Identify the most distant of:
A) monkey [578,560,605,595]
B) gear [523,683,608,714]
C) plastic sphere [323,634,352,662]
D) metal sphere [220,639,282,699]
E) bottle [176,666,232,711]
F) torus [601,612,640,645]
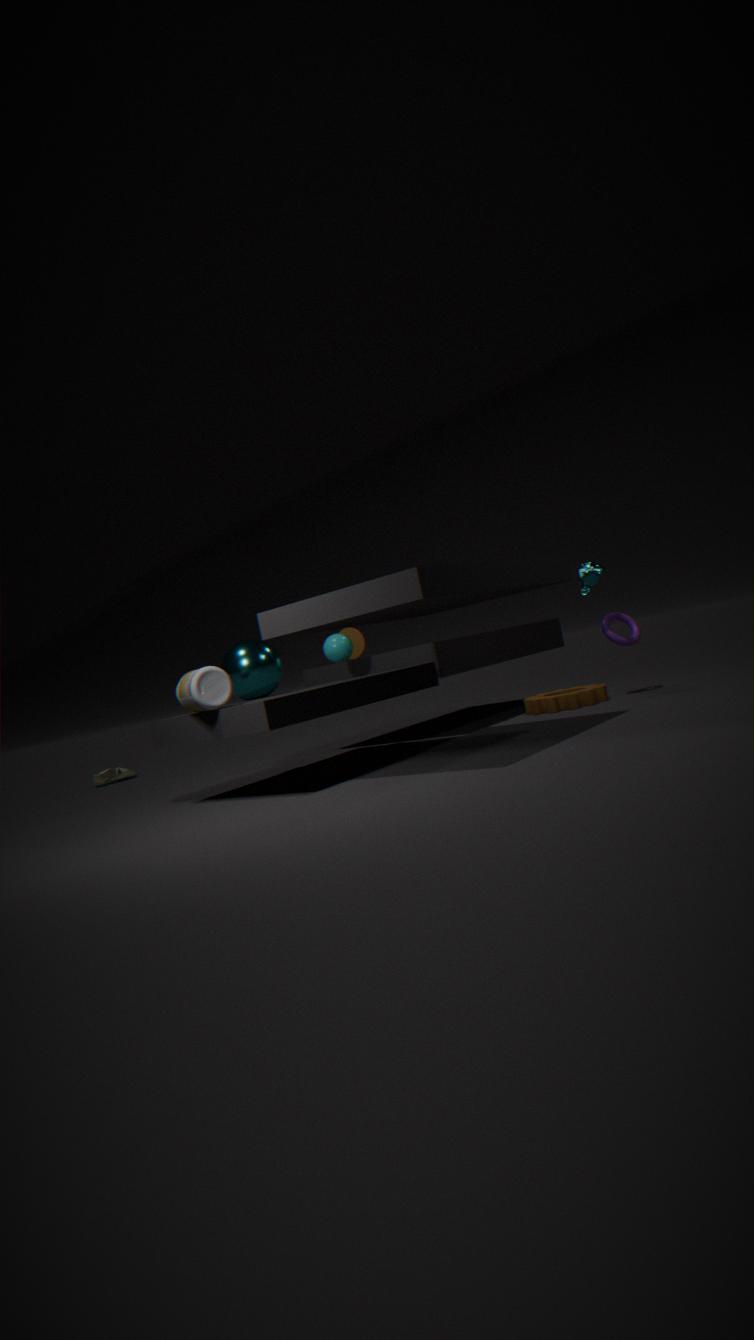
torus [601,612,640,645]
